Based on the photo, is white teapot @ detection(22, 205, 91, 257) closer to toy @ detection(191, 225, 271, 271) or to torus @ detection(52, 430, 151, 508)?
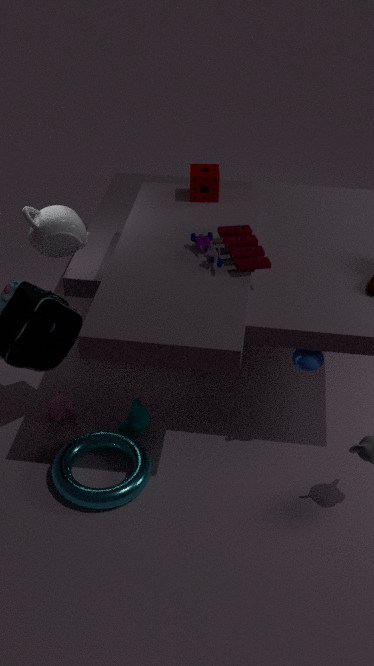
toy @ detection(191, 225, 271, 271)
